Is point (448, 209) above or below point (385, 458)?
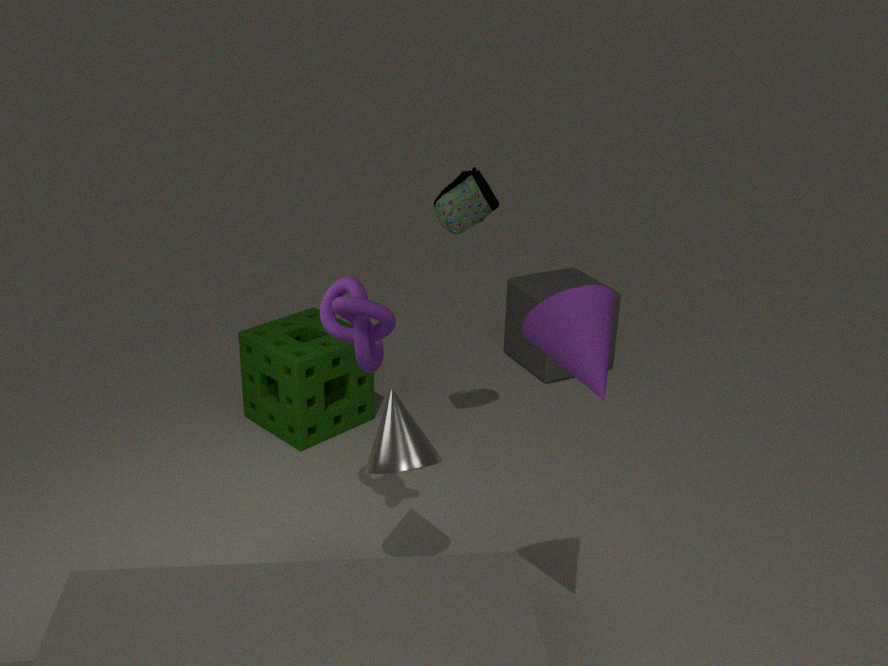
above
